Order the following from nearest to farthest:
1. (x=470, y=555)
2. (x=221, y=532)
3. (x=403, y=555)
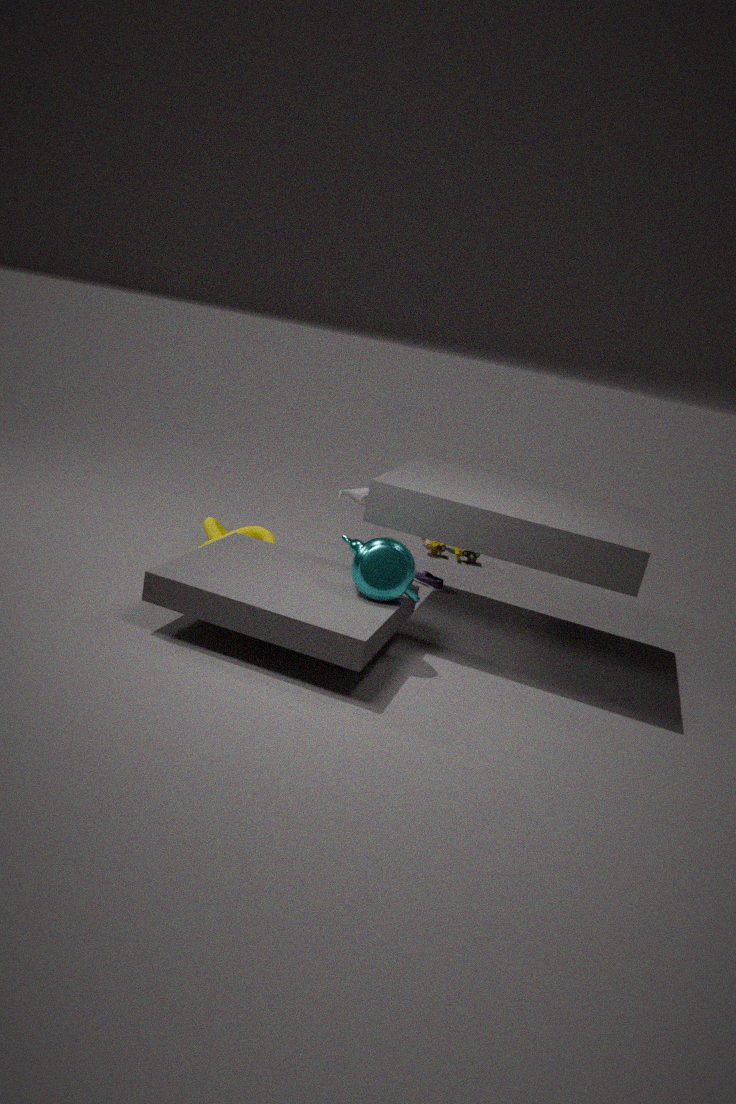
(x=403, y=555)
(x=221, y=532)
(x=470, y=555)
